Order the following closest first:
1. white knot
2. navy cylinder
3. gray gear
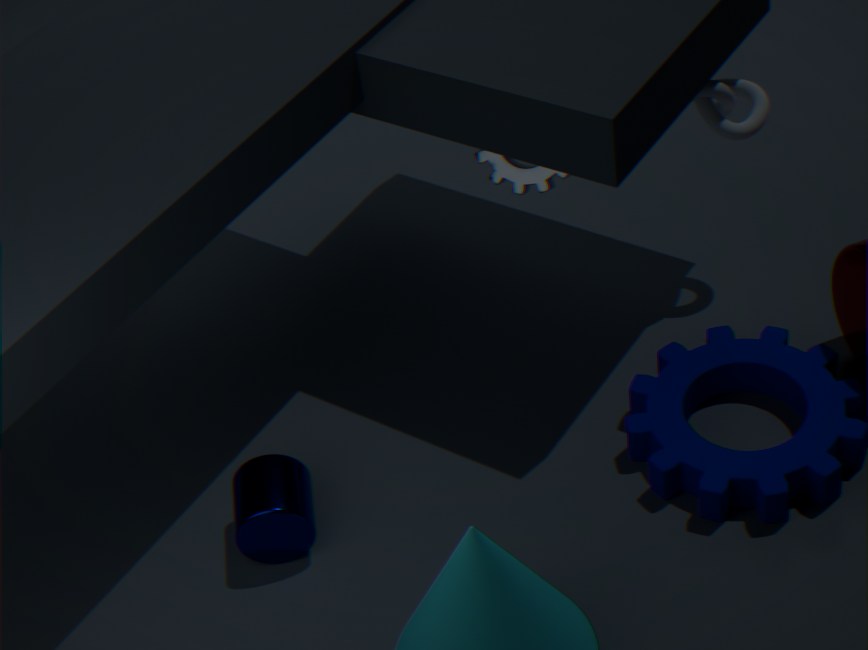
navy cylinder, white knot, gray gear
